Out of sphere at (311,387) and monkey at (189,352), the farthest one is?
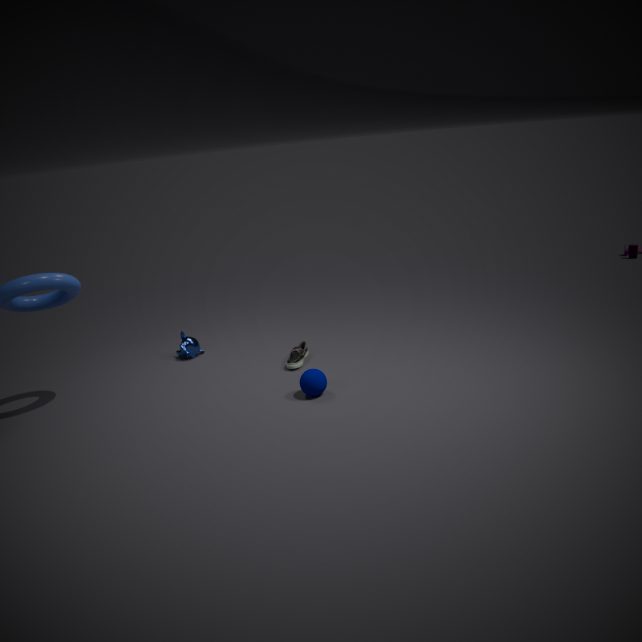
monkey at (189,352)
